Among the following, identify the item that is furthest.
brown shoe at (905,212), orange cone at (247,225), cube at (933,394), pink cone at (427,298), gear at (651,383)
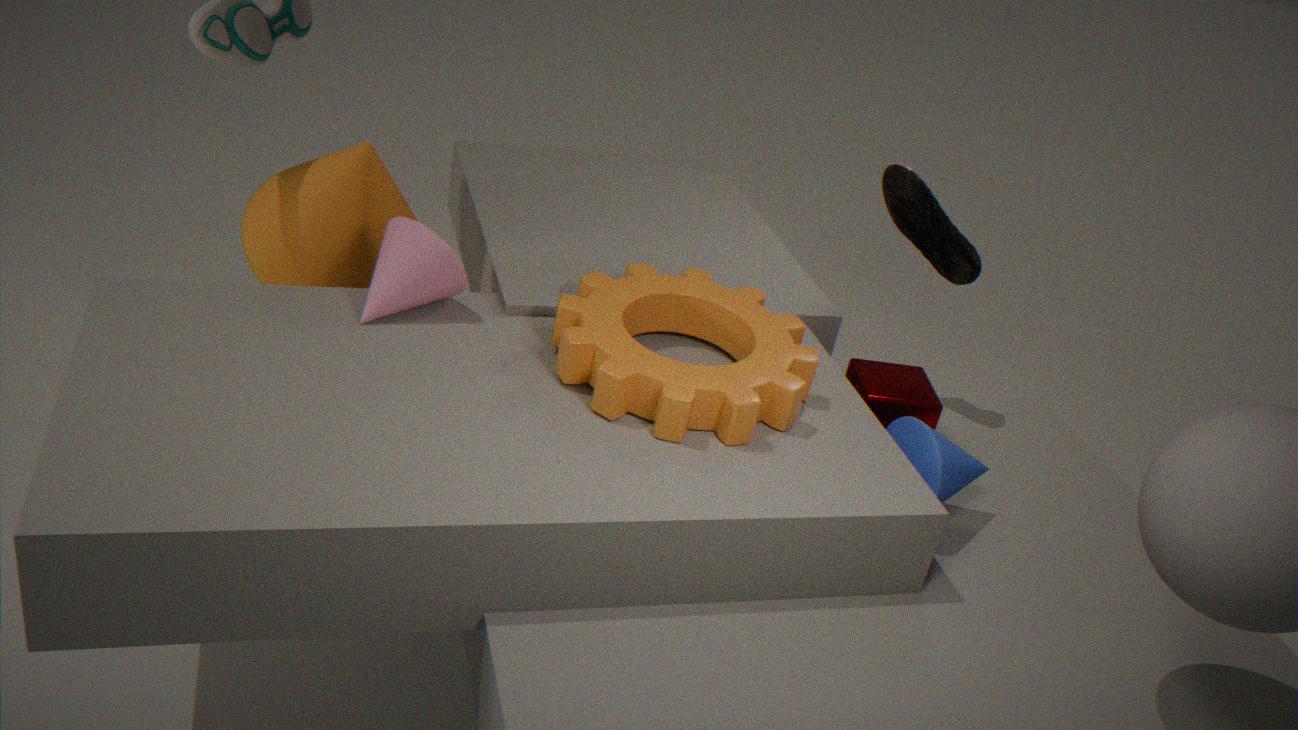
brown shoe at (905,212)
